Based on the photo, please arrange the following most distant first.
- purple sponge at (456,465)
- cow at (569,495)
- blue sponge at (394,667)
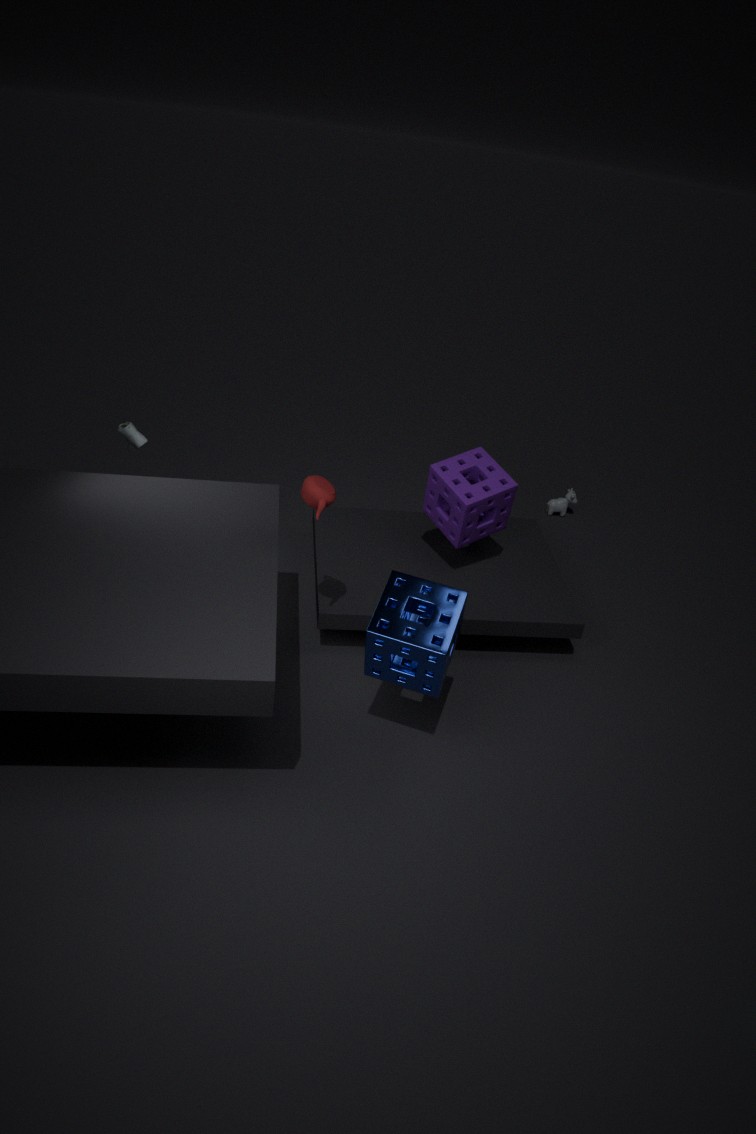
cow at (569,495), purple sponge at (456,465), blue sponge at (394,667)
